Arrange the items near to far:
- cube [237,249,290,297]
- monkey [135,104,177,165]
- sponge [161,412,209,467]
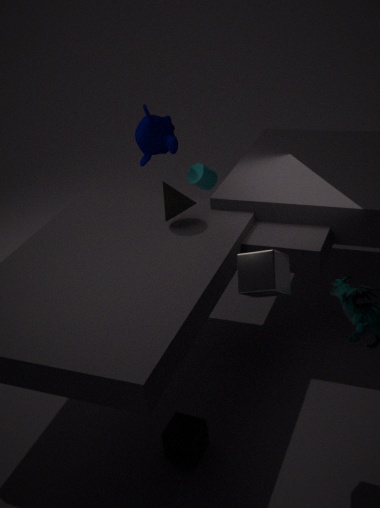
cube [237,249,290,297]
sponge [161,412,209,467]
monkey [135,104,177,165]
